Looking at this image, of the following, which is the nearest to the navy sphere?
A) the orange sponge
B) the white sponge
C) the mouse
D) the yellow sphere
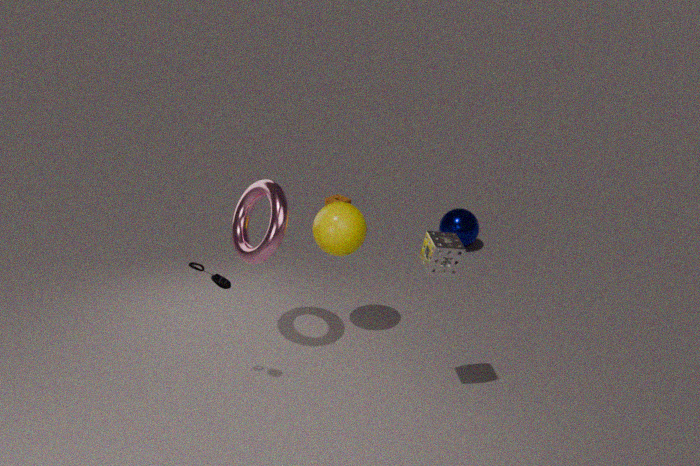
the orange sponge
